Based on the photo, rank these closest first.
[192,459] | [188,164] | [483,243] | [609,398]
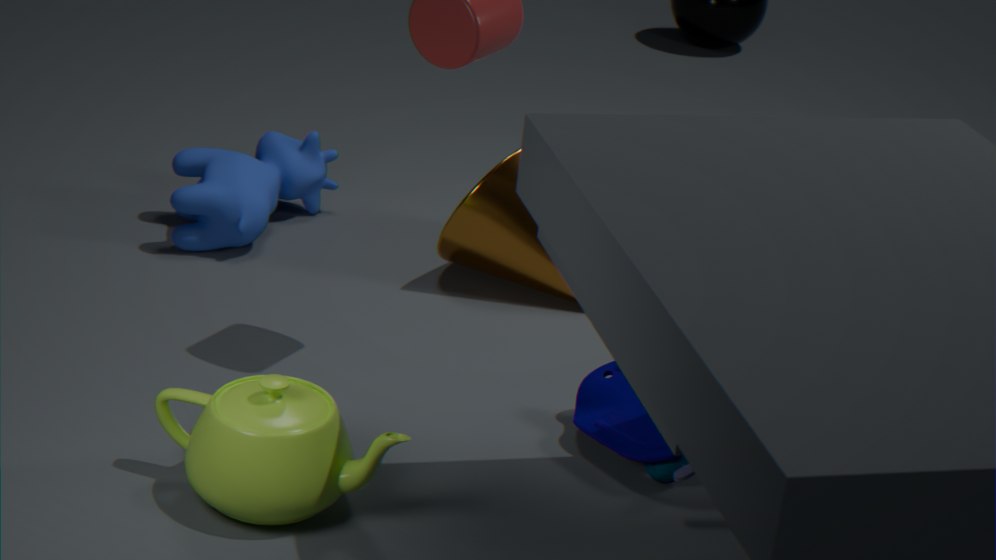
[192,459]
[609,398]
[483,243]
[188,164]
